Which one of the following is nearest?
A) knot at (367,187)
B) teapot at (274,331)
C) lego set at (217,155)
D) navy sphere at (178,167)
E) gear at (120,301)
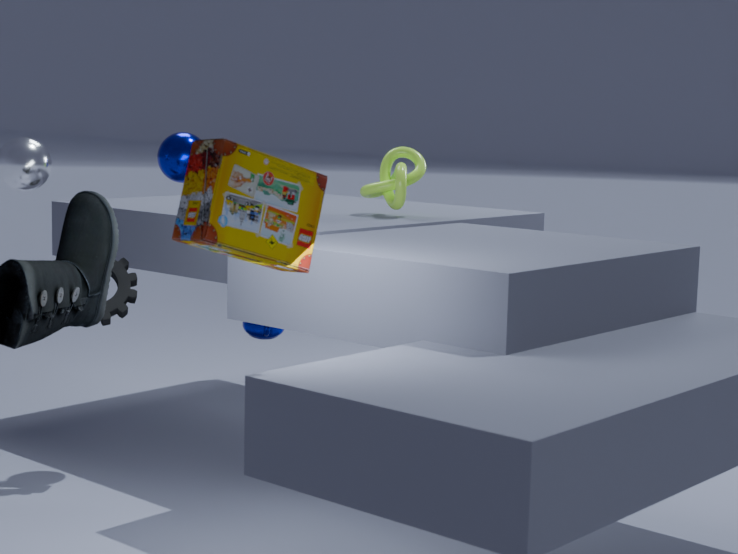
C. lego set at (217,155)
